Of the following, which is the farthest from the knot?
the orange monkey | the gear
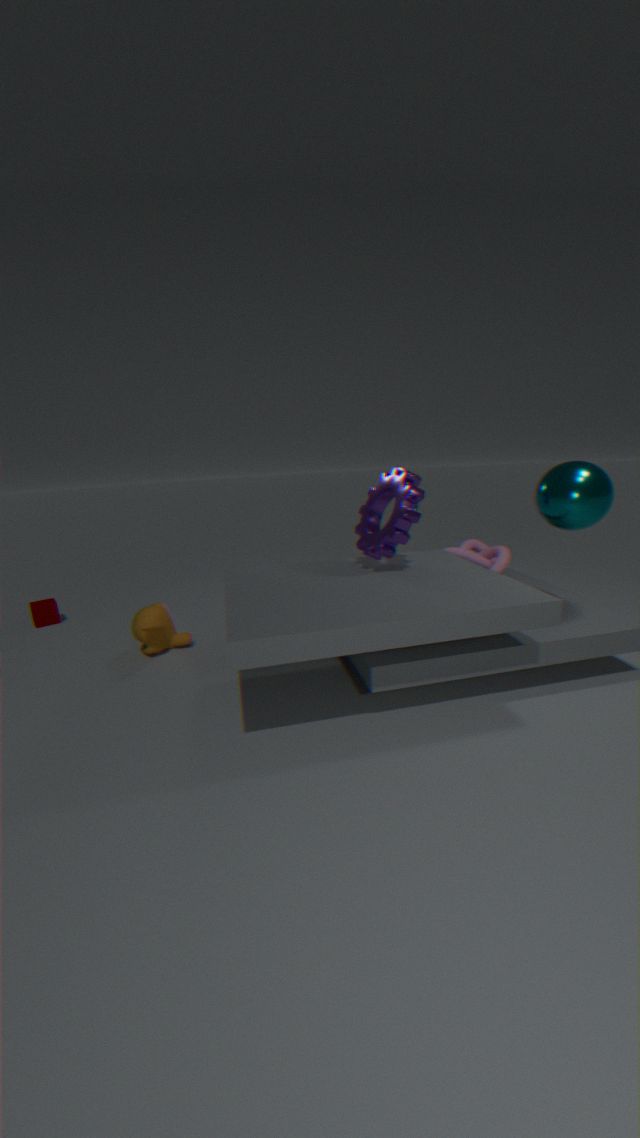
the orange monkey
